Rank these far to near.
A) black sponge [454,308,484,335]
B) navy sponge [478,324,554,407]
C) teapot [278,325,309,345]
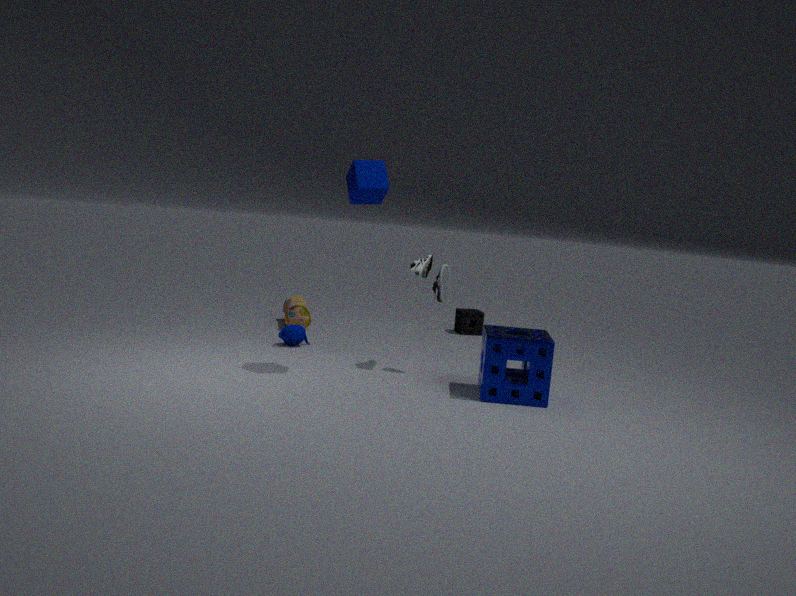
black sponge [454,308,484,335], teapot [278,325,309,345], navy sponge [478,324,554,407]
